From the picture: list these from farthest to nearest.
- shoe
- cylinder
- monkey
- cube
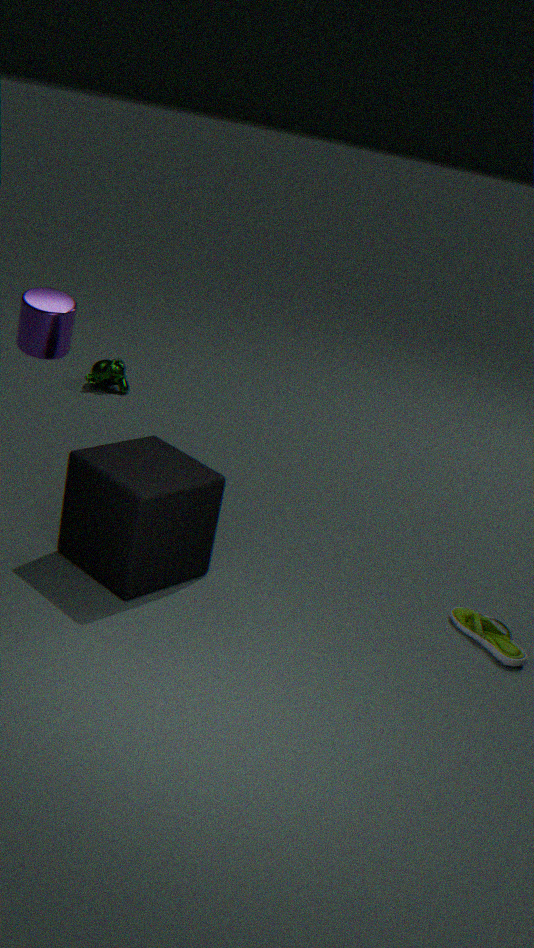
monkey, cylinder, shoe, cube
